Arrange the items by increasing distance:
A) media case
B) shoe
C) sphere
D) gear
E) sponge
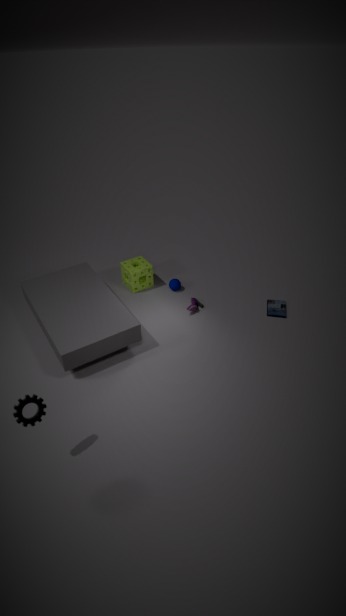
D. gear → A. media case → B. shoe → E. sponge → C. sphere
